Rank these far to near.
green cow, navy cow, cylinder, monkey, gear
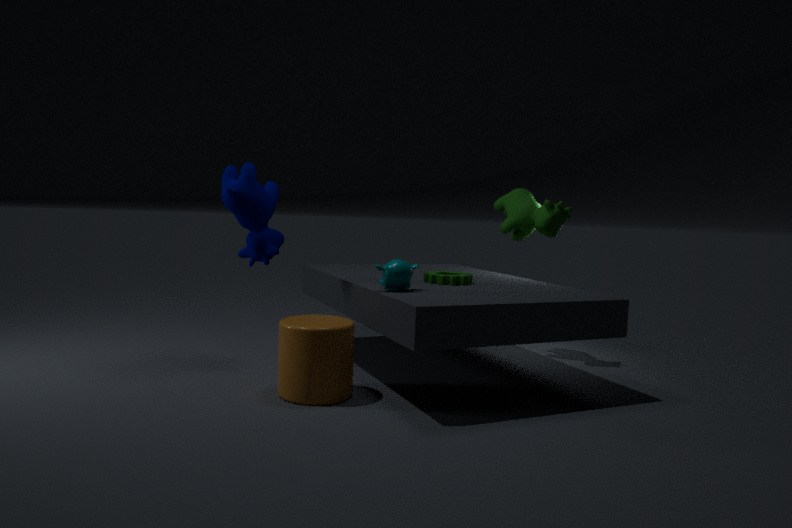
1. green cow
2. gear
3. navy cow
4. monkey
5. cylinder
